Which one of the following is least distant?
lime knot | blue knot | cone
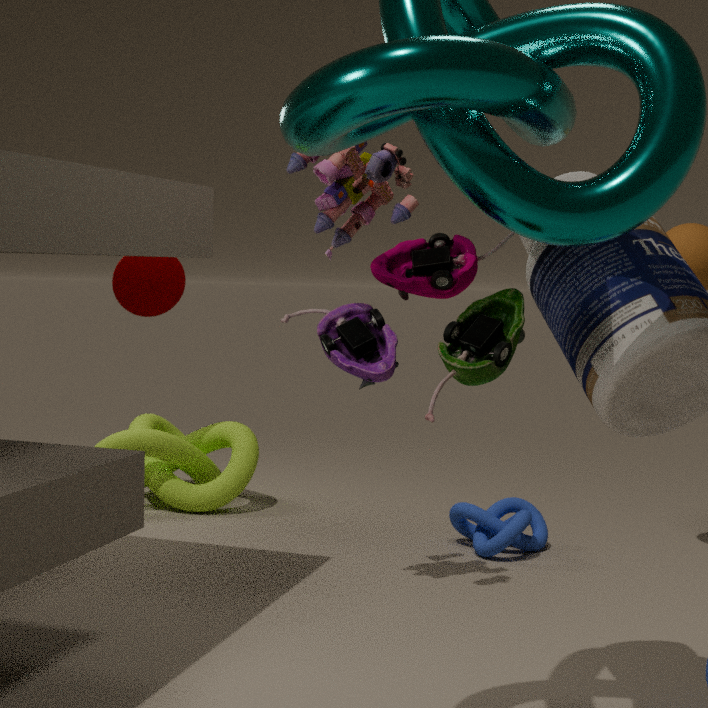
blue knot
